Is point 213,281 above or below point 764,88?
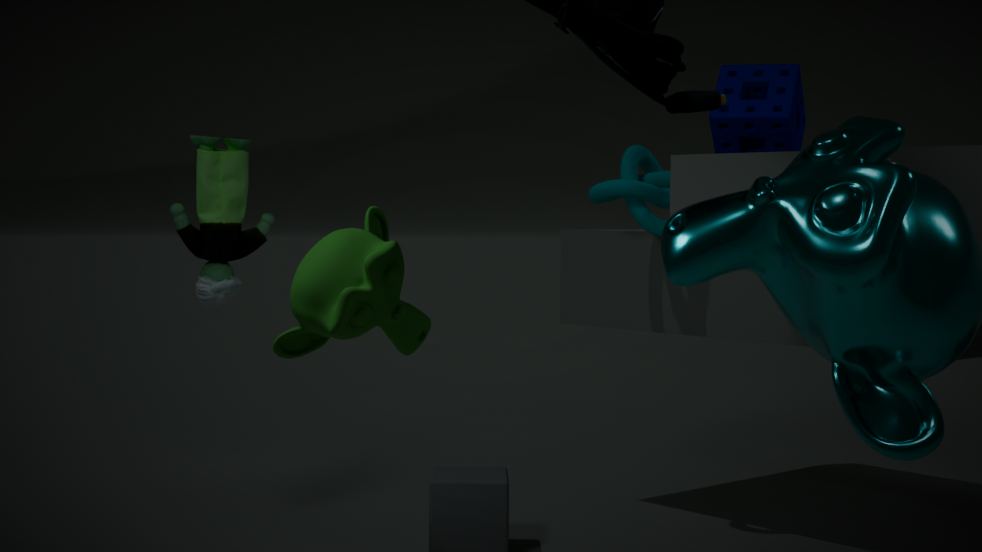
below
